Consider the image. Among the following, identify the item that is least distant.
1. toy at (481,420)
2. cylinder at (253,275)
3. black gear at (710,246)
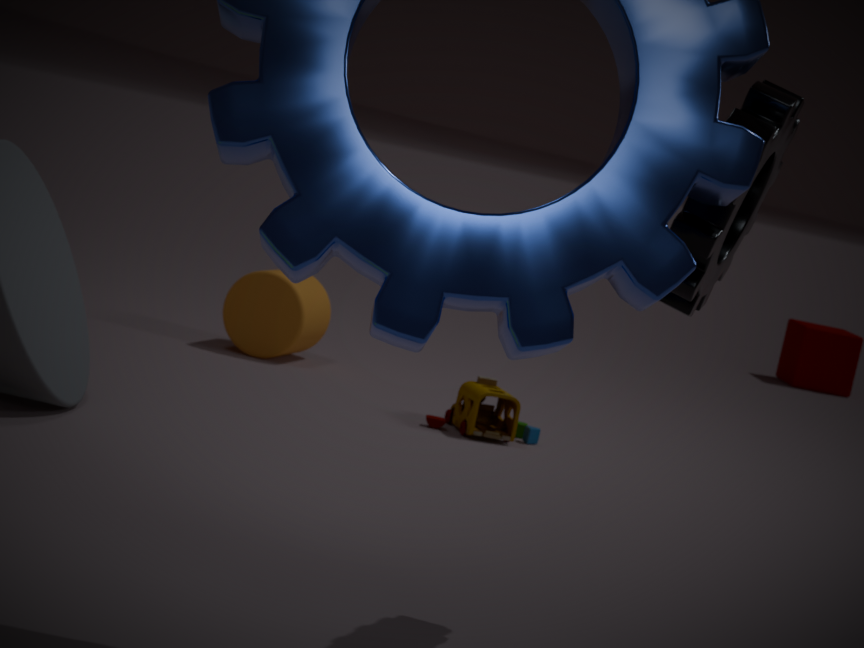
black gear at (710,246)
